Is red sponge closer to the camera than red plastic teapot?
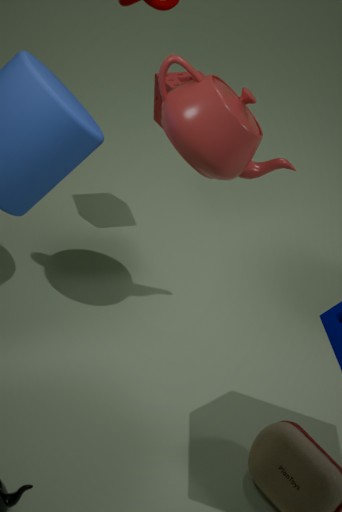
No
